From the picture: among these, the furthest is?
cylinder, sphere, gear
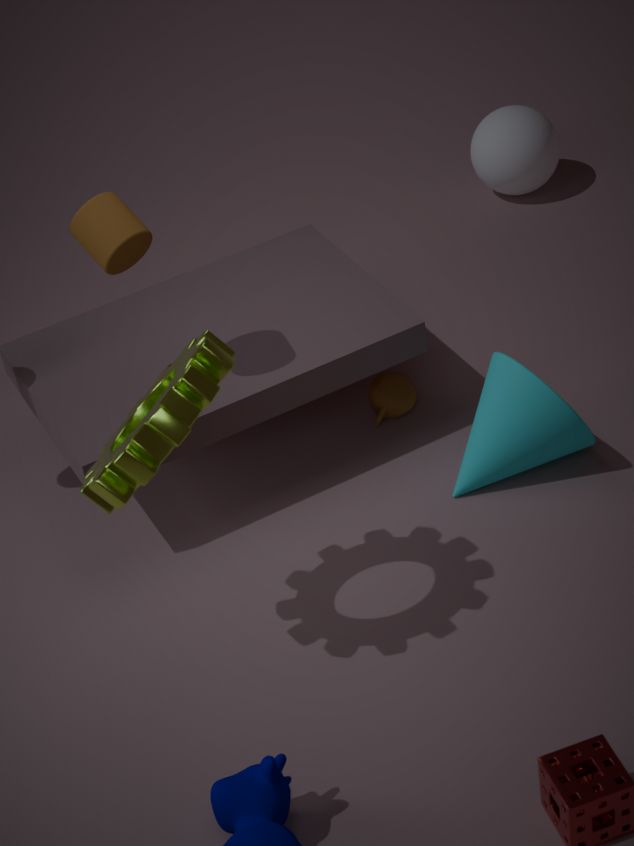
sphere
